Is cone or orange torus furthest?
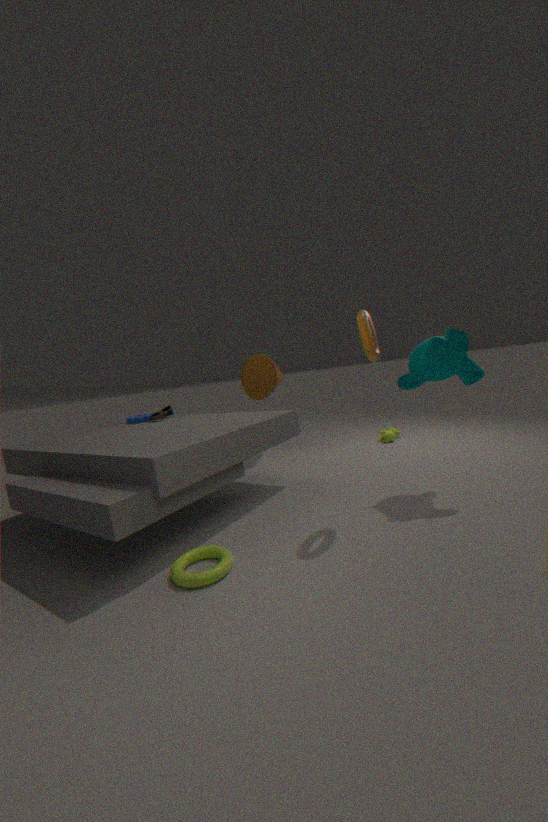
cone
